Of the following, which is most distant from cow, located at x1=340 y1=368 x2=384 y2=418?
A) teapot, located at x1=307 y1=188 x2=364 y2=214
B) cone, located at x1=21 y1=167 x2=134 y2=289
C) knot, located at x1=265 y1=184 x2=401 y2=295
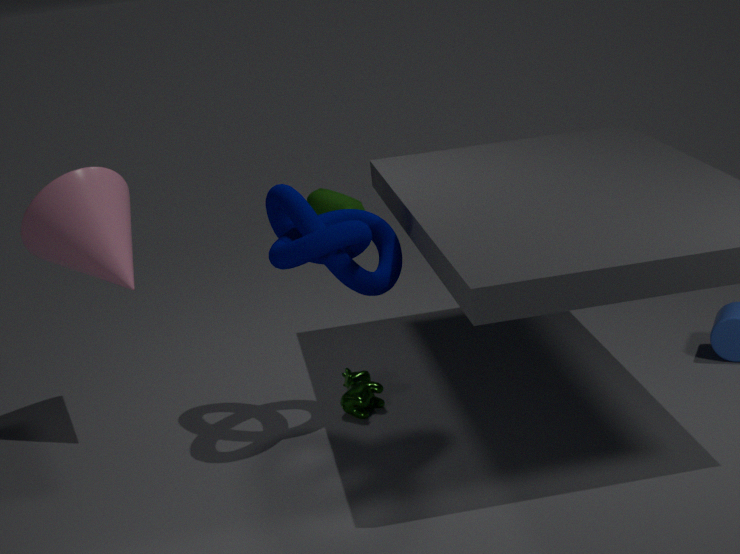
teapot, located at x1=307 y1=188 x2=364 y2=214
